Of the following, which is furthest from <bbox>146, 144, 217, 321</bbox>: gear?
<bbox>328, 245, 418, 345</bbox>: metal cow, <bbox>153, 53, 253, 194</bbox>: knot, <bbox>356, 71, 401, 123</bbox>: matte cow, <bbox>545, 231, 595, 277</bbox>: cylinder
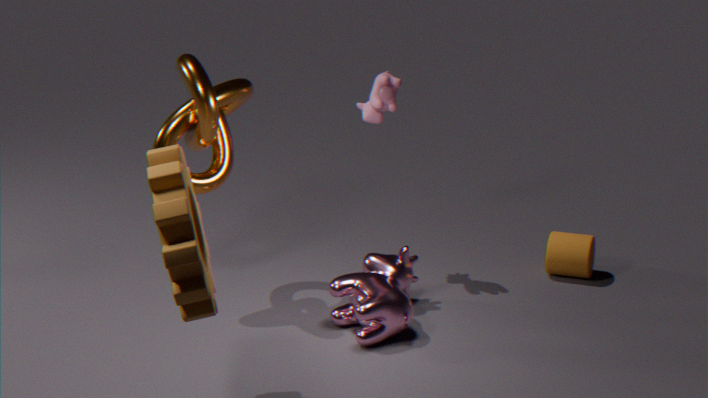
<bbox>545, 231, 595, 277</bbox>: cylinder
